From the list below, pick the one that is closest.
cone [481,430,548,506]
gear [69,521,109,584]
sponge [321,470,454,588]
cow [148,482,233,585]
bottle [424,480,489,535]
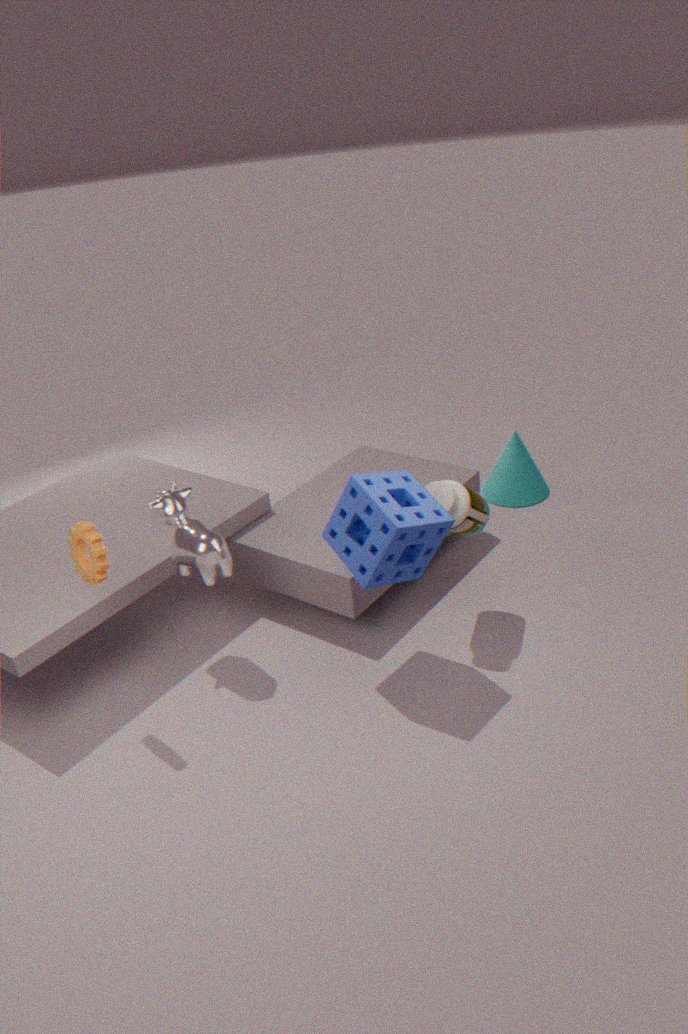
gear [69,521,109,584]
